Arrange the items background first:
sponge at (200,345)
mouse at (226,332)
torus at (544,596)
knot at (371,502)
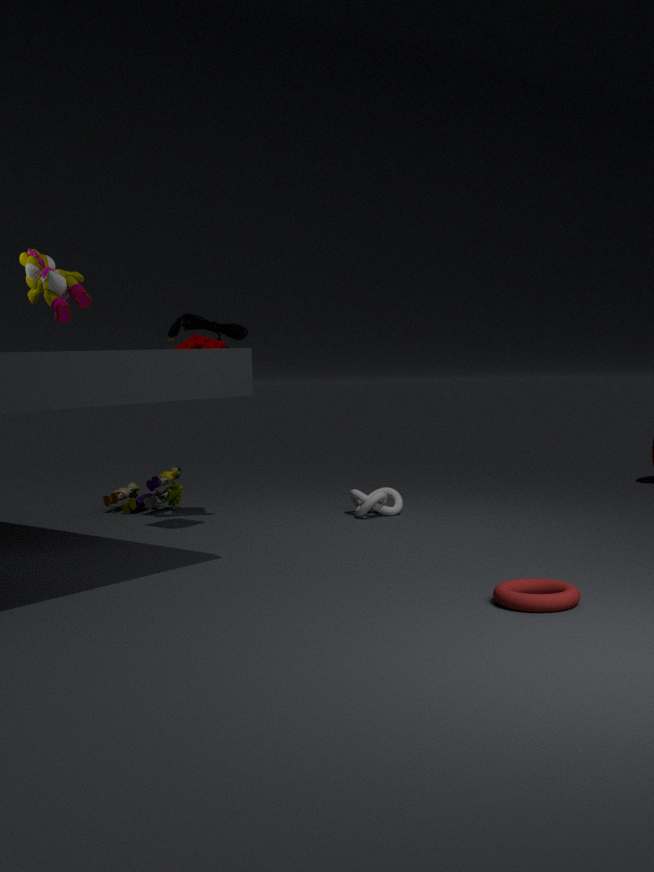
knot at (371,502)
mouse at (226,332)
sponge at (200,345)
torus at (544,596)
